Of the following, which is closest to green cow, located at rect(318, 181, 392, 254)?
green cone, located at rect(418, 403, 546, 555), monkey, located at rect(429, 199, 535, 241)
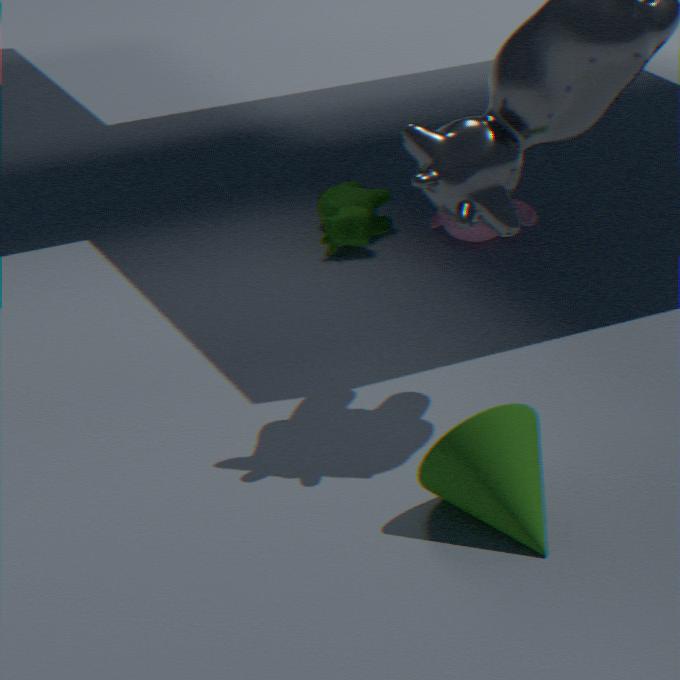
monkey, located at rect(429, 199, 535, 241)
